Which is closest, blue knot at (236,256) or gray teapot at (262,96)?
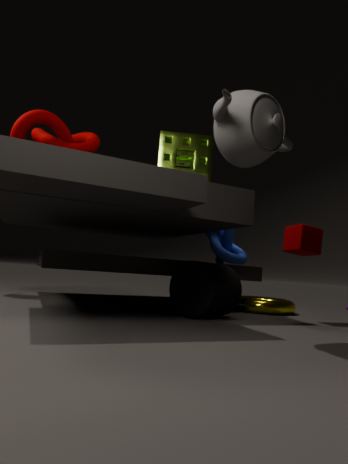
gray teapot at (262,96)
